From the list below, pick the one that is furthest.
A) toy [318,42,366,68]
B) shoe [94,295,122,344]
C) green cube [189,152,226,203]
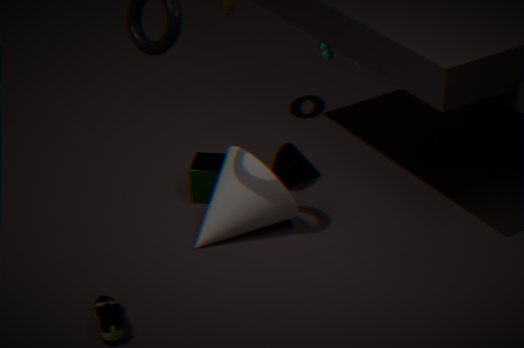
toy [318,42,366,68]
